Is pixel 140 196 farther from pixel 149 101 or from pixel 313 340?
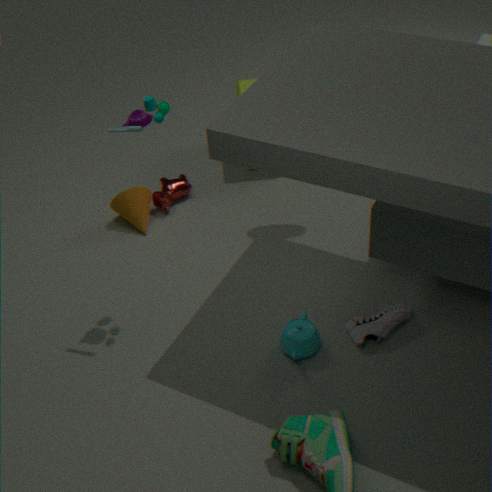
pixel 313 340
